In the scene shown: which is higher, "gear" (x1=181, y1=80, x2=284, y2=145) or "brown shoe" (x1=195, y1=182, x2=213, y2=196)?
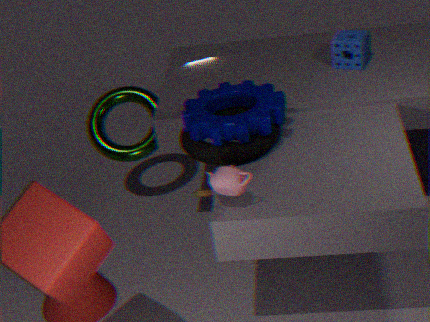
"gear" (x1=181, y1=80, x2=284, y2=145)
